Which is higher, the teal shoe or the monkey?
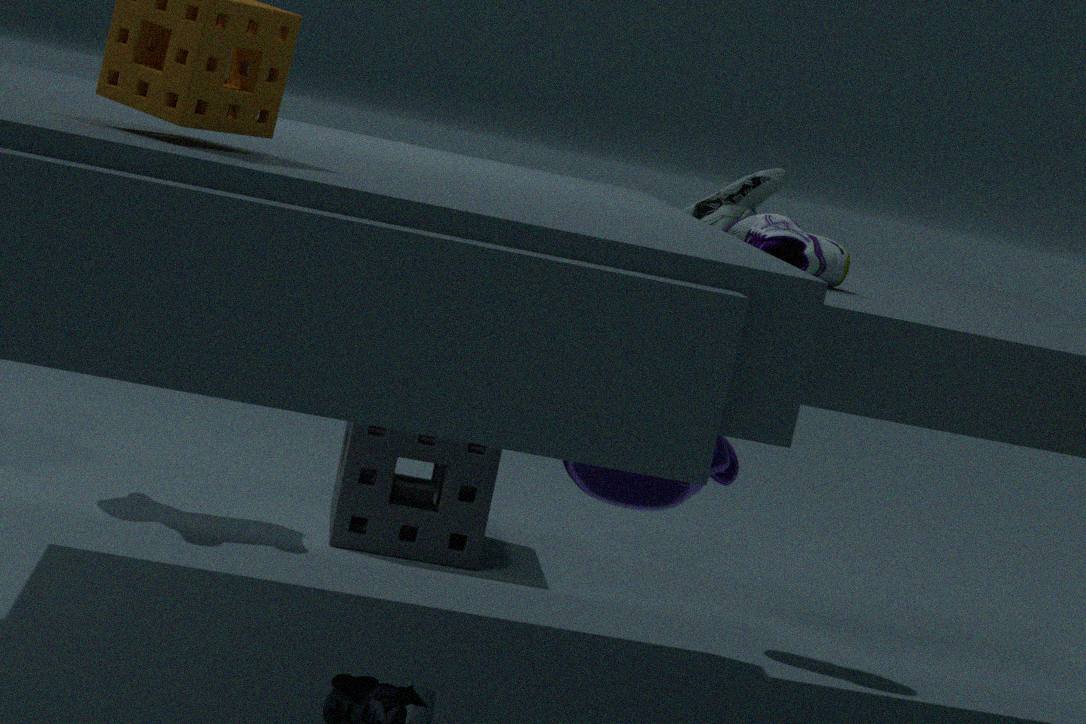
the teal shoe
